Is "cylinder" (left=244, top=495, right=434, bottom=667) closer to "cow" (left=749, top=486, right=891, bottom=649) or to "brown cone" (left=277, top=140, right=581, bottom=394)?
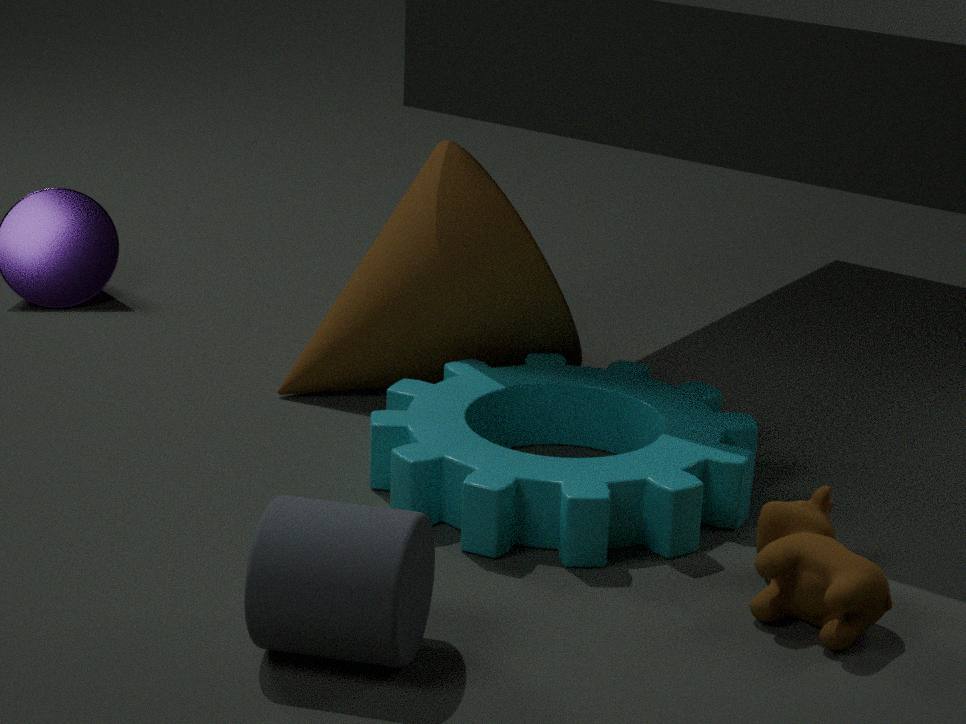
"cow" (left=749, top=486, right=891, bottom=649)
